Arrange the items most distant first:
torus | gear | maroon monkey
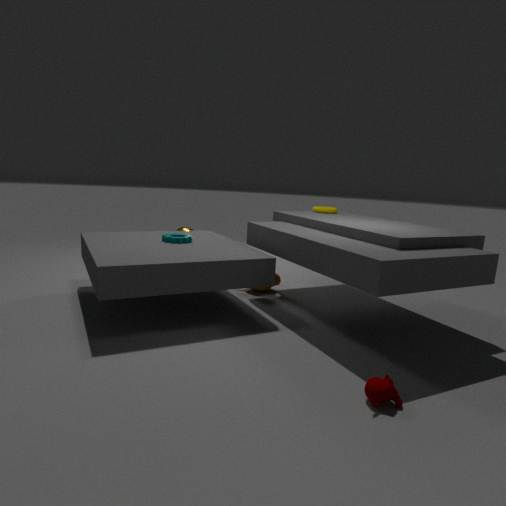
torus
gear
maroon monkey
